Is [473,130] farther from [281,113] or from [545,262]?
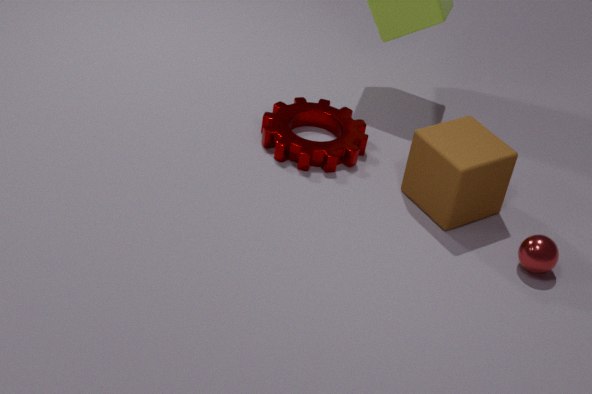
[281,113]
